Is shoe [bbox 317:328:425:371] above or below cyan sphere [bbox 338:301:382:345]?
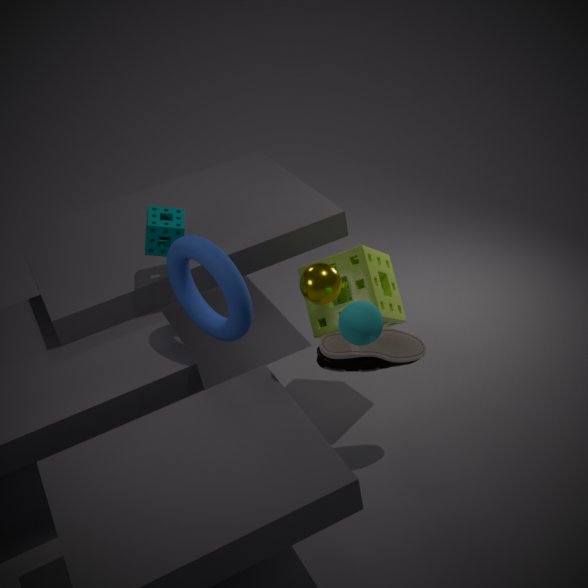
below
